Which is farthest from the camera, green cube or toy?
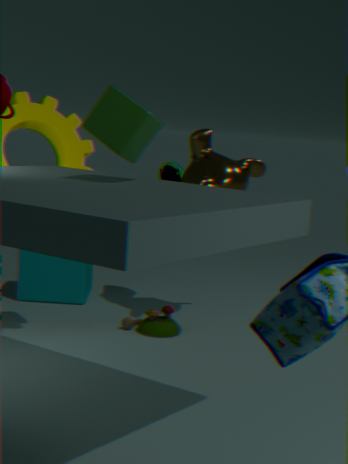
toy
